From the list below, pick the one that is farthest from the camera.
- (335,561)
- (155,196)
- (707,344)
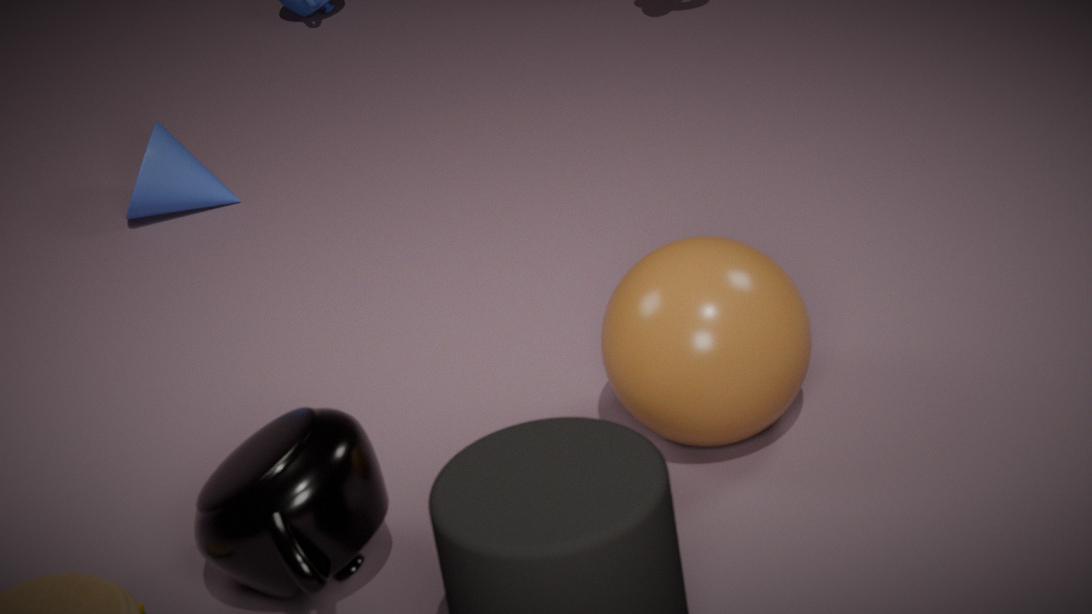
(155,196)
